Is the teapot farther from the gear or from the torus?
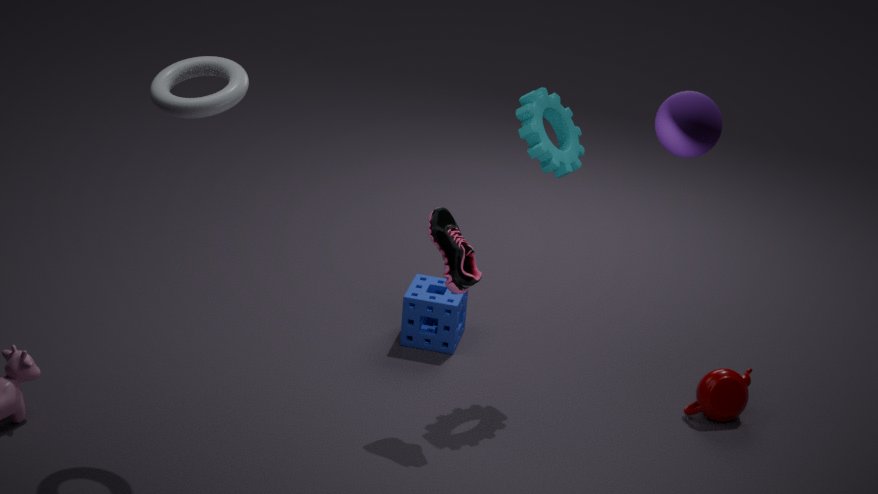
the torus
